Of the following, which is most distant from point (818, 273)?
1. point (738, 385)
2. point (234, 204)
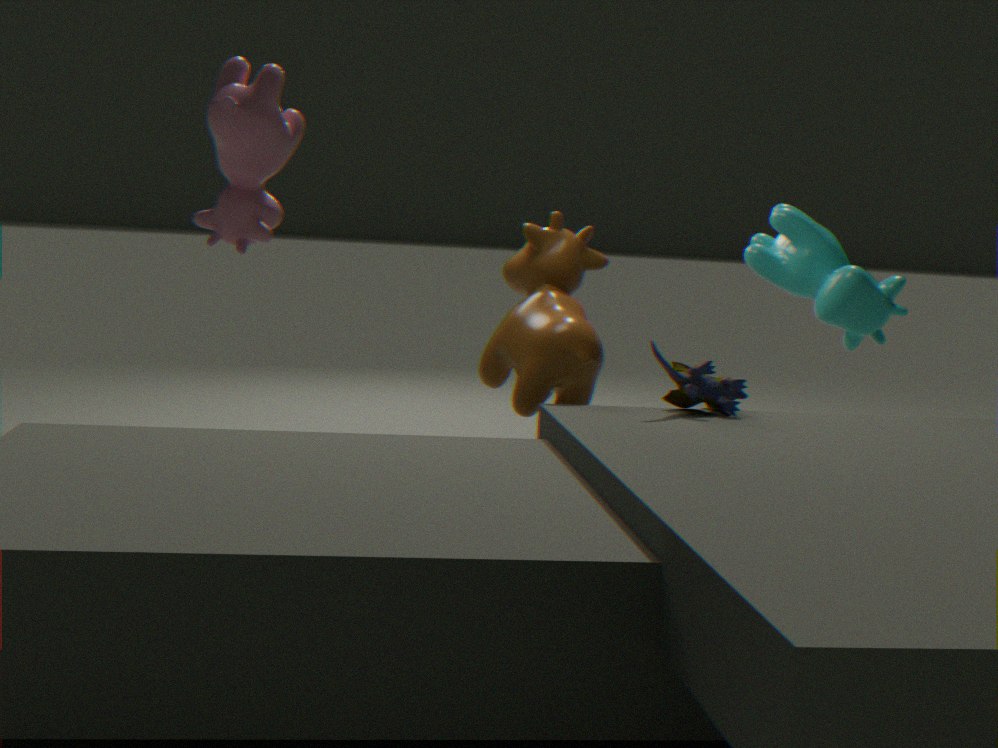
point (234, 204)
